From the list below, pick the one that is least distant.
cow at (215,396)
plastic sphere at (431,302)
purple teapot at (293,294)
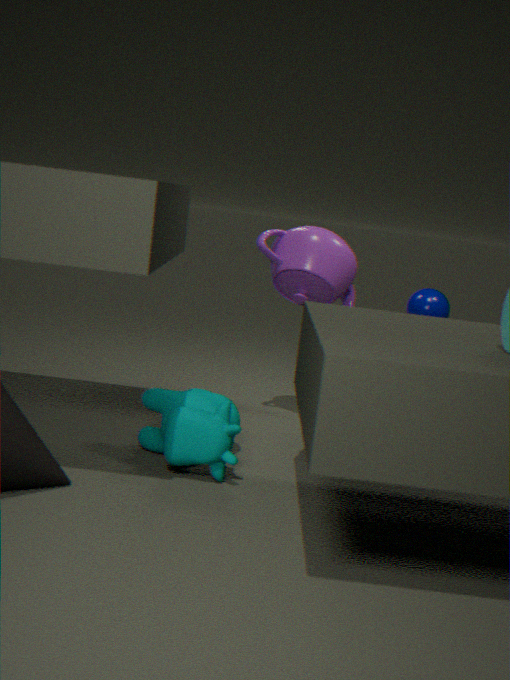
cow at (215,396)
